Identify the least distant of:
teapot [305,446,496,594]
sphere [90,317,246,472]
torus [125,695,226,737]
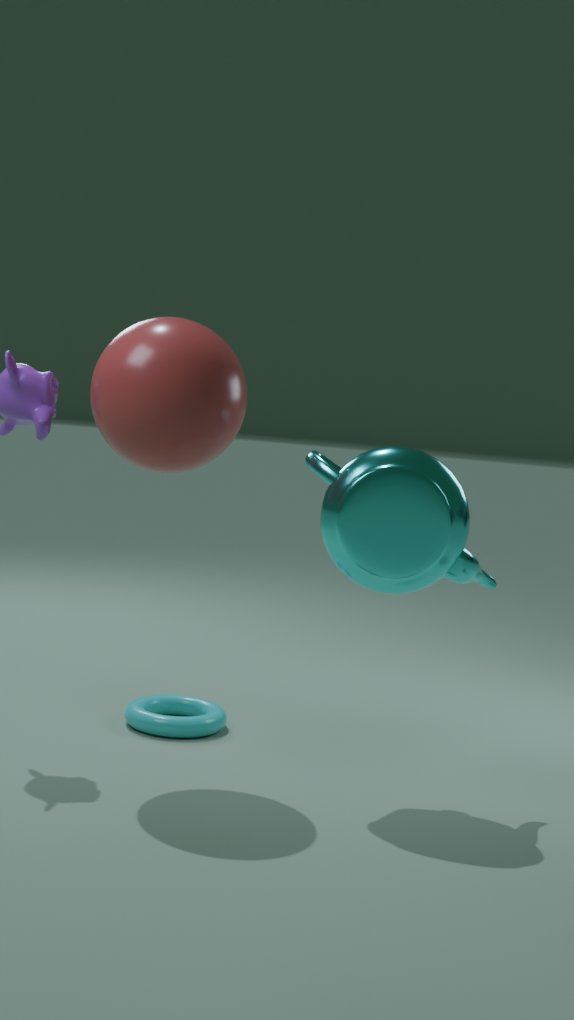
sphere [90,317,246,472]
